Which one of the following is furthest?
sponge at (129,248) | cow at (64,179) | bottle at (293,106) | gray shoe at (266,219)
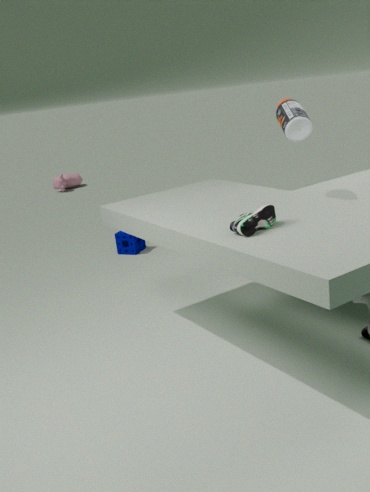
cow at (64,179)
